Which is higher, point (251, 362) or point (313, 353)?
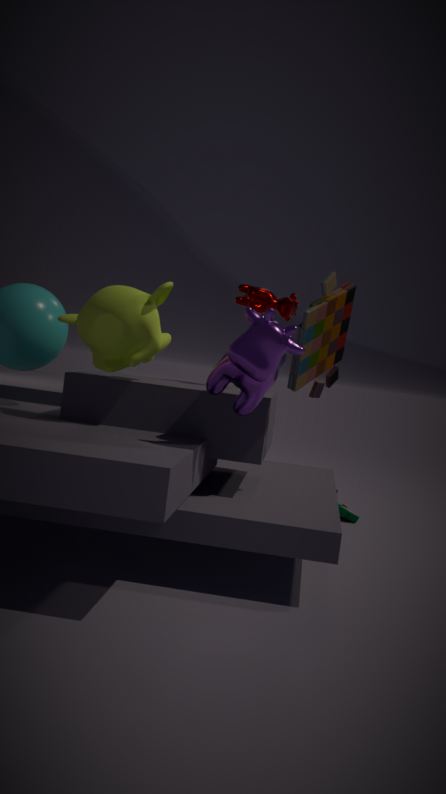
point (313, 353)
